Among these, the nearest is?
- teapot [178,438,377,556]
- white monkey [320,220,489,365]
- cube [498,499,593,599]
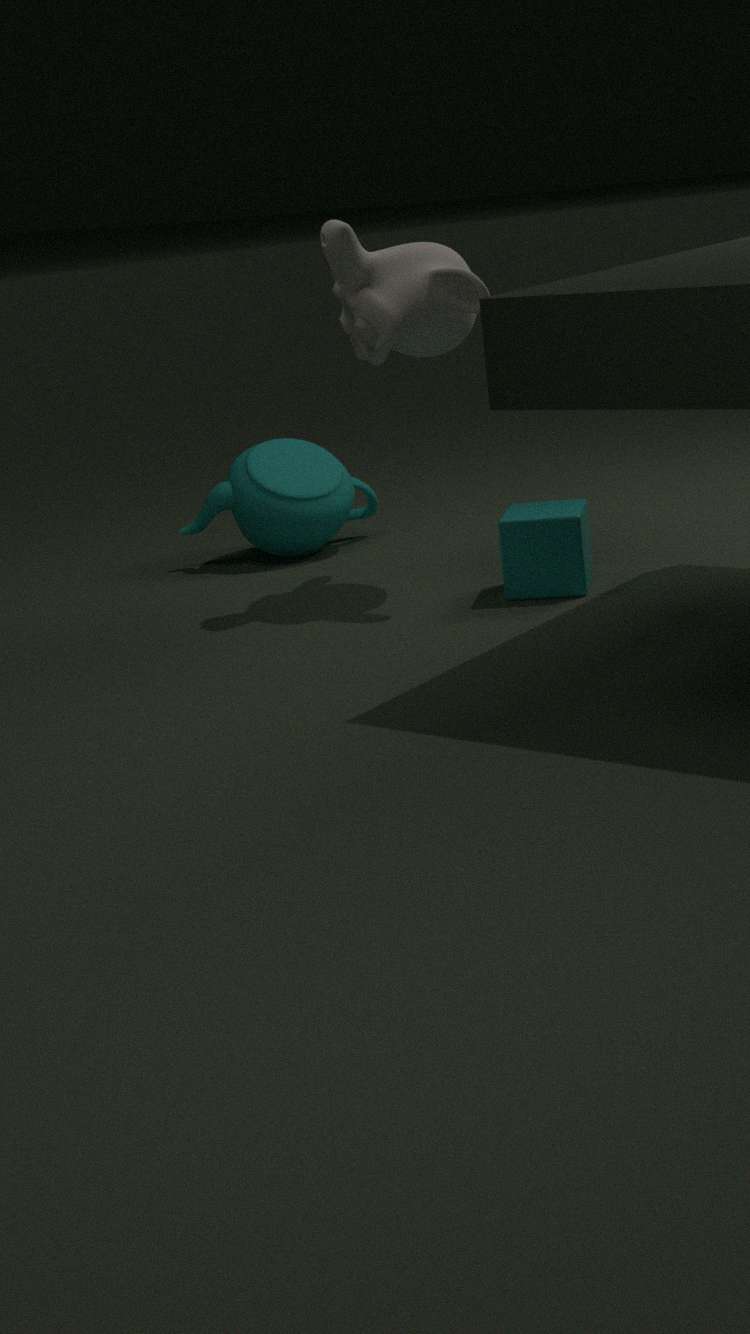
cube [498,499,593,599]
